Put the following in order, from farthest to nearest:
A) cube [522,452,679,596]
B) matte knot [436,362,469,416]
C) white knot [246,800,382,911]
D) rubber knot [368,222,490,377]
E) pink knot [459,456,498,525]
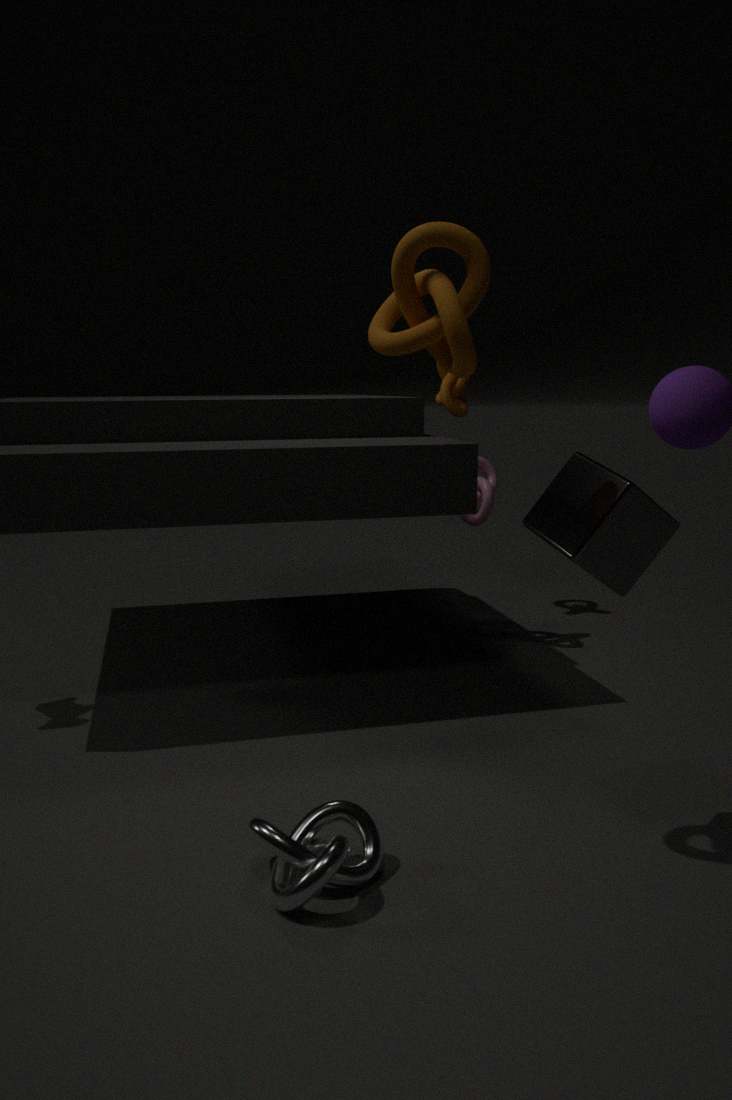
matte knot [436,362,469,416]
pink knot [459,456,498,525]
cube [522,452,679,596]
white knot [246,800,382,911]
rubber knot [368,222,490,377]
